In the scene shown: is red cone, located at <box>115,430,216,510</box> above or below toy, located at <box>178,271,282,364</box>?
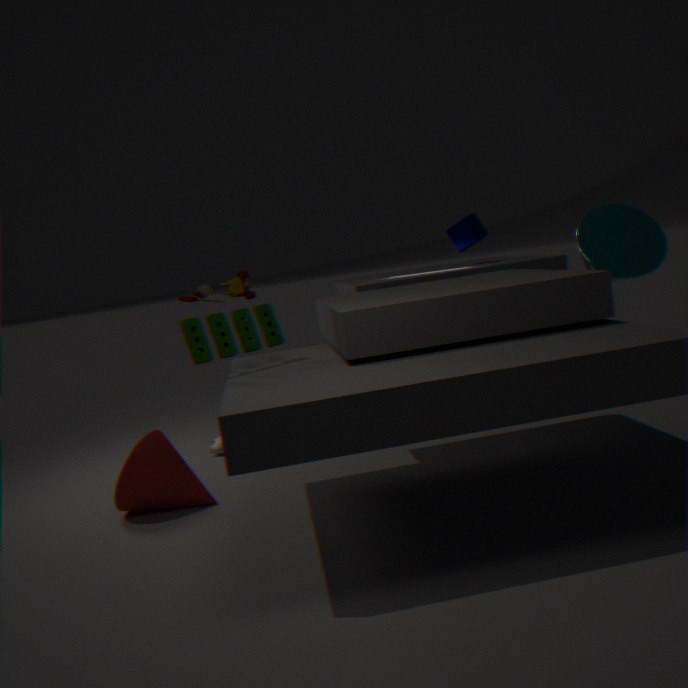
below
